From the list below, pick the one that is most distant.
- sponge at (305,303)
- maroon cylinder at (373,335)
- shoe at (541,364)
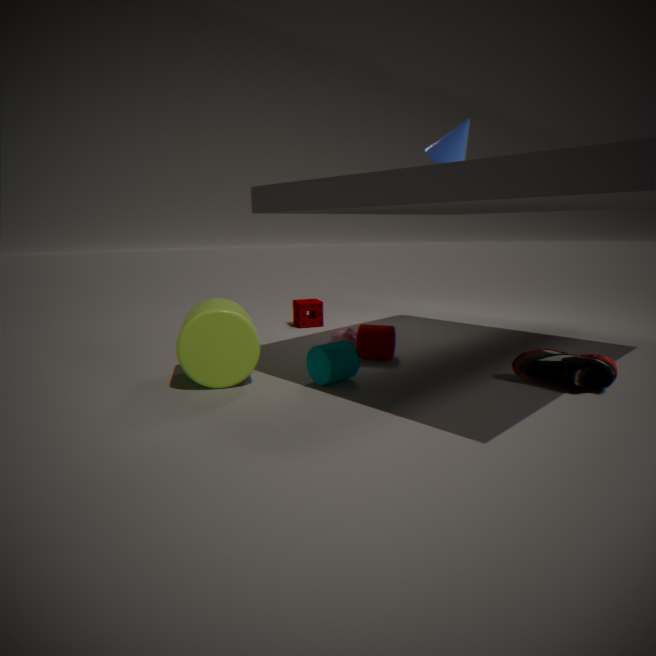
sponge at (305,303)
